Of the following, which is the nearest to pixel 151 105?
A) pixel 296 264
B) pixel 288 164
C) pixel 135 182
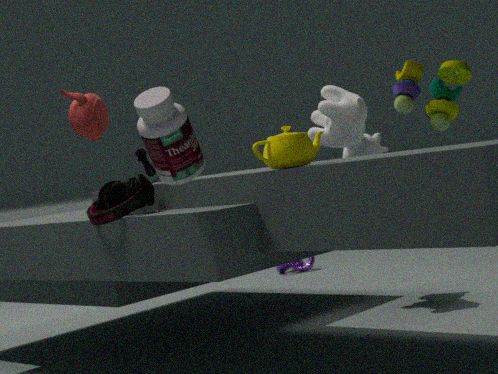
pixel 288 164
